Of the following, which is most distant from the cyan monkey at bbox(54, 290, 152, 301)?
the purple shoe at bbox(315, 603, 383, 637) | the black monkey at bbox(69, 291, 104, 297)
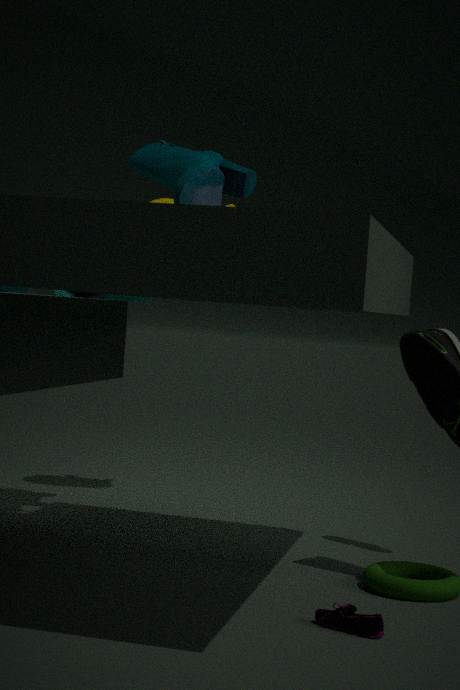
the purple shoe at bbox(315, 603, 383, 637)
